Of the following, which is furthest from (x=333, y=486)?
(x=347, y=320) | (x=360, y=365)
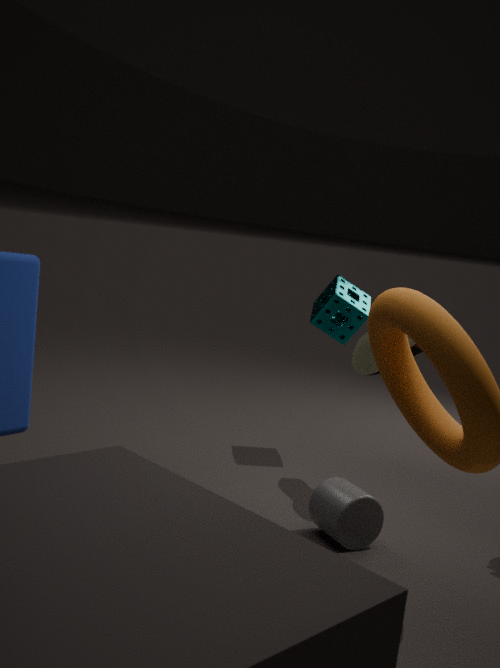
(x=347, y=320)
